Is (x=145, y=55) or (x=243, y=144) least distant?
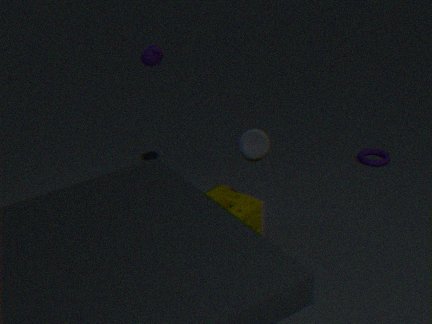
(x=243, y=144)
